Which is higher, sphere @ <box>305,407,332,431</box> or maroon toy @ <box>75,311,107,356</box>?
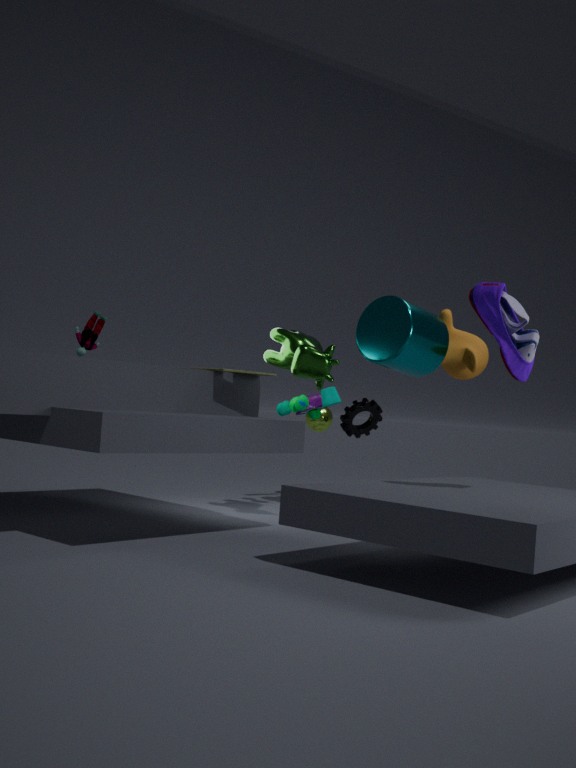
maroon toy @ <box>75,311,107,356</box>
